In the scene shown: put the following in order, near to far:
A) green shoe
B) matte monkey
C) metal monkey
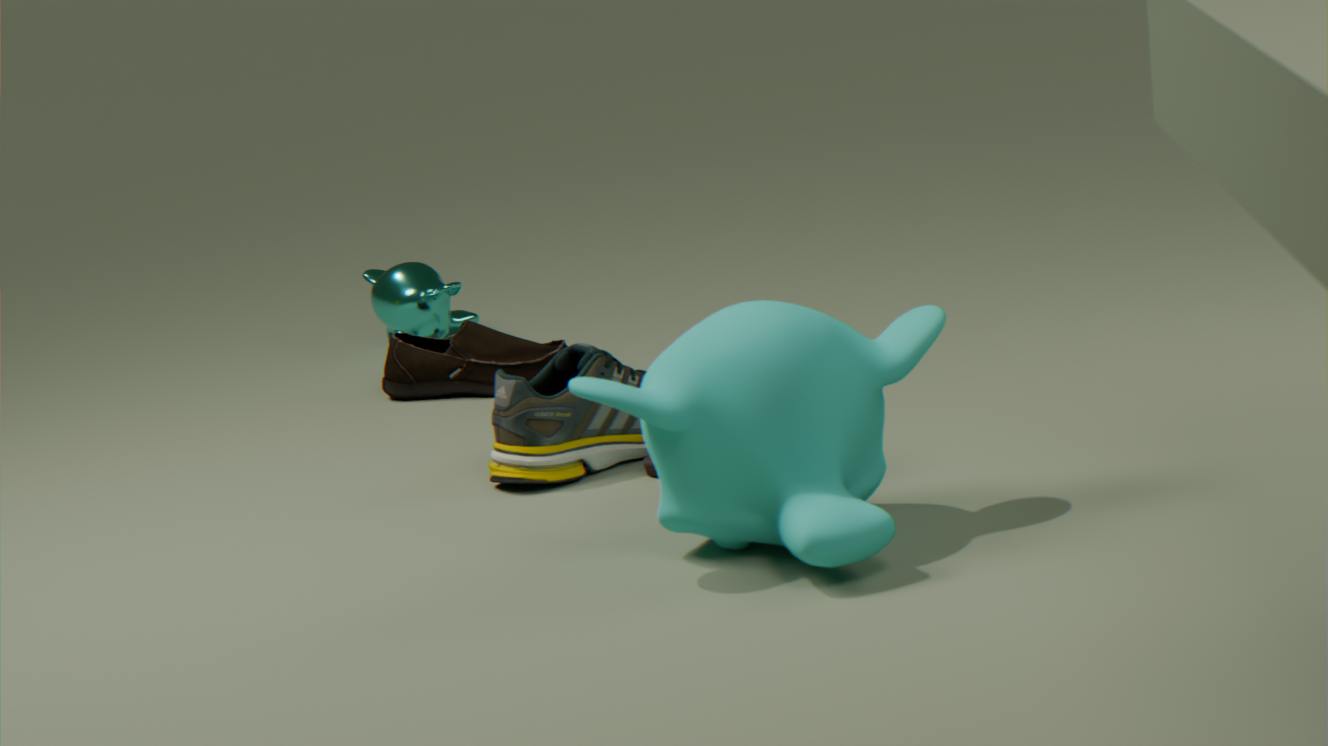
1. matte monkey
2. green shoe
3. metal monkey
